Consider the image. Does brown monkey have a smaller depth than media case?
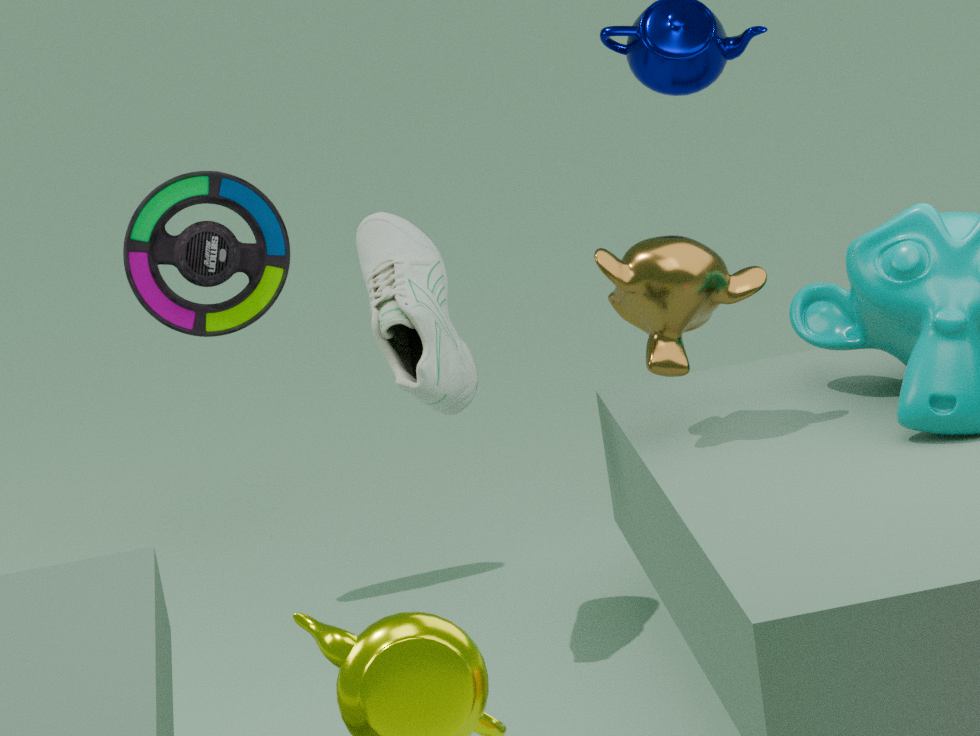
Yes
